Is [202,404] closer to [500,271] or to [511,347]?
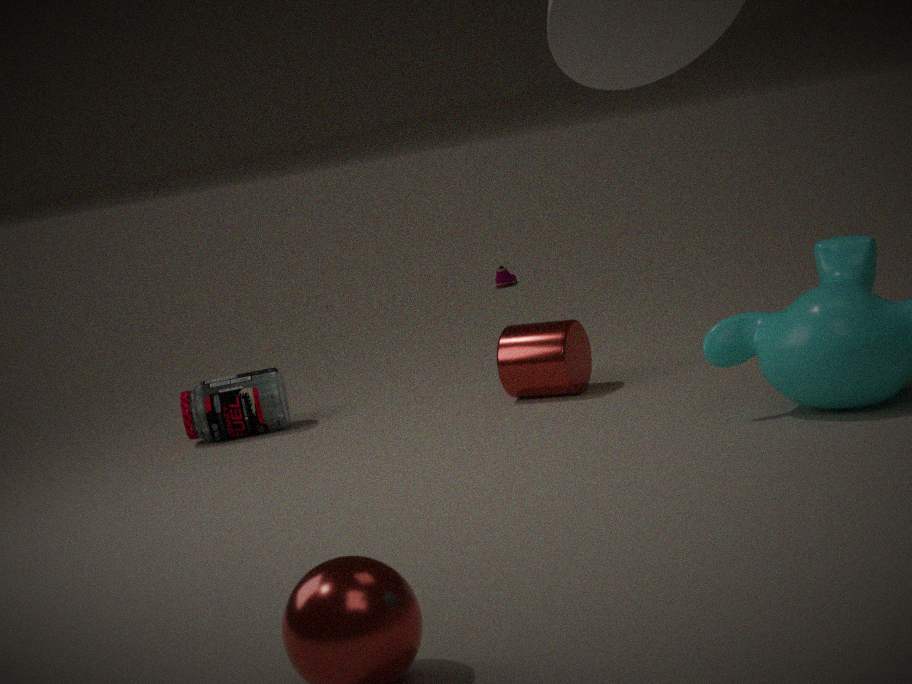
[511,347]
